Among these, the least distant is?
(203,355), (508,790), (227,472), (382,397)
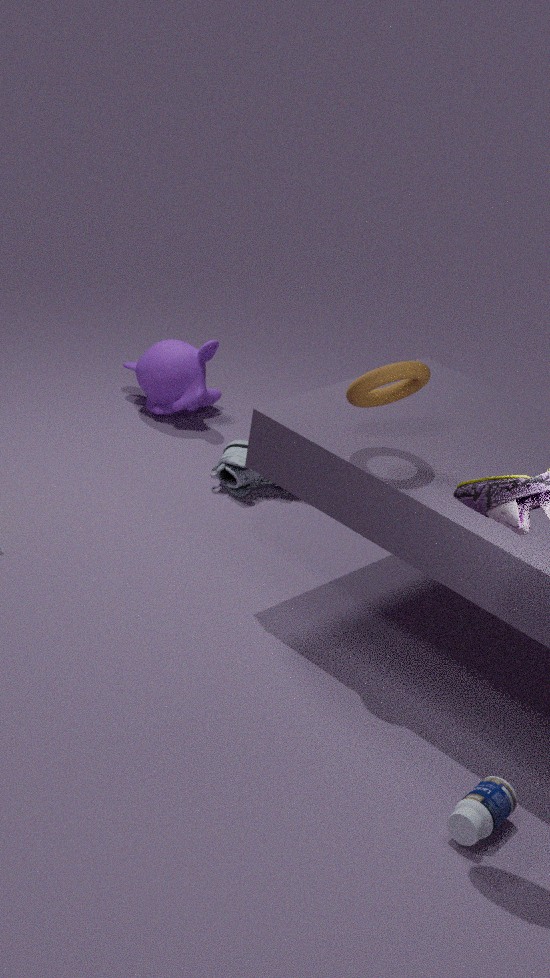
(508,790)
